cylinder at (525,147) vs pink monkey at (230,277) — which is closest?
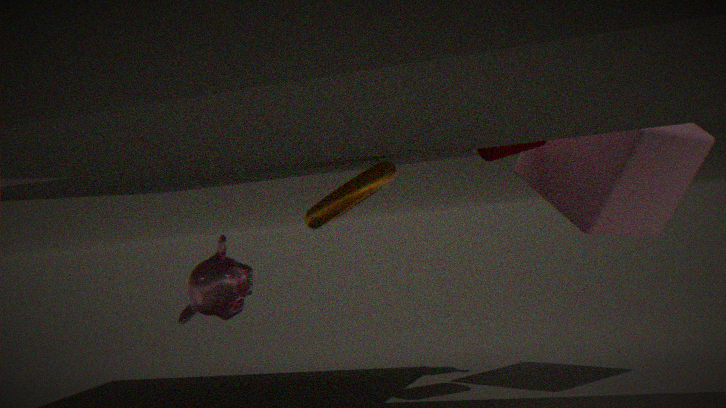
pink monkey at (230,277)
